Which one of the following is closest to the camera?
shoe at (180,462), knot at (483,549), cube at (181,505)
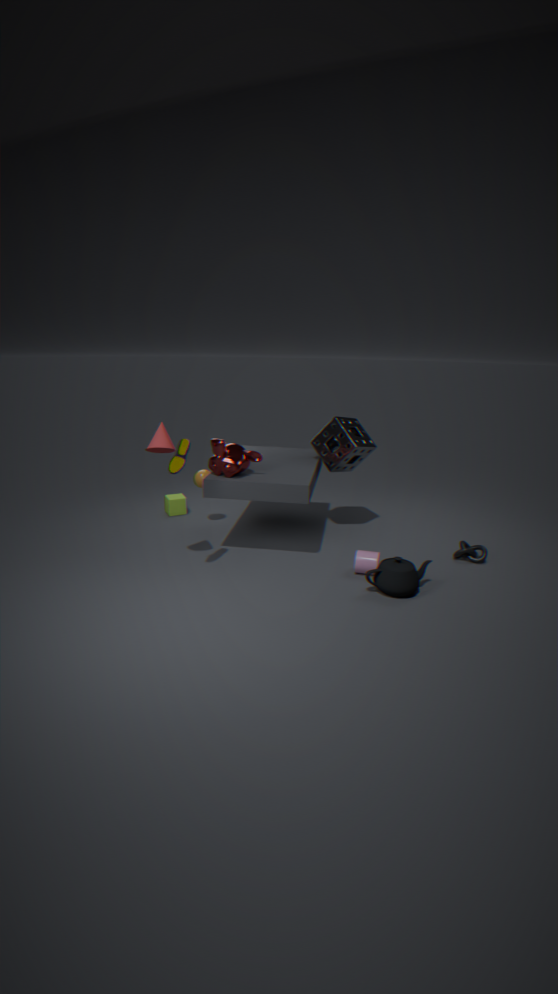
shoe at (180,462)
